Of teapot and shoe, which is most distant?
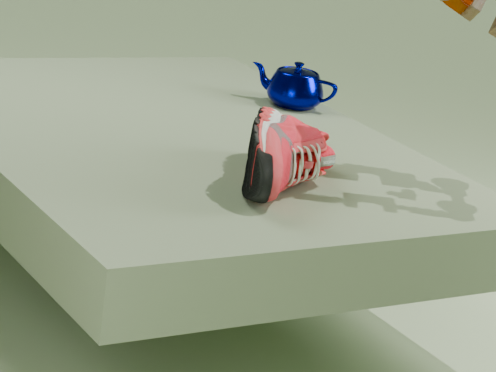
teapot
